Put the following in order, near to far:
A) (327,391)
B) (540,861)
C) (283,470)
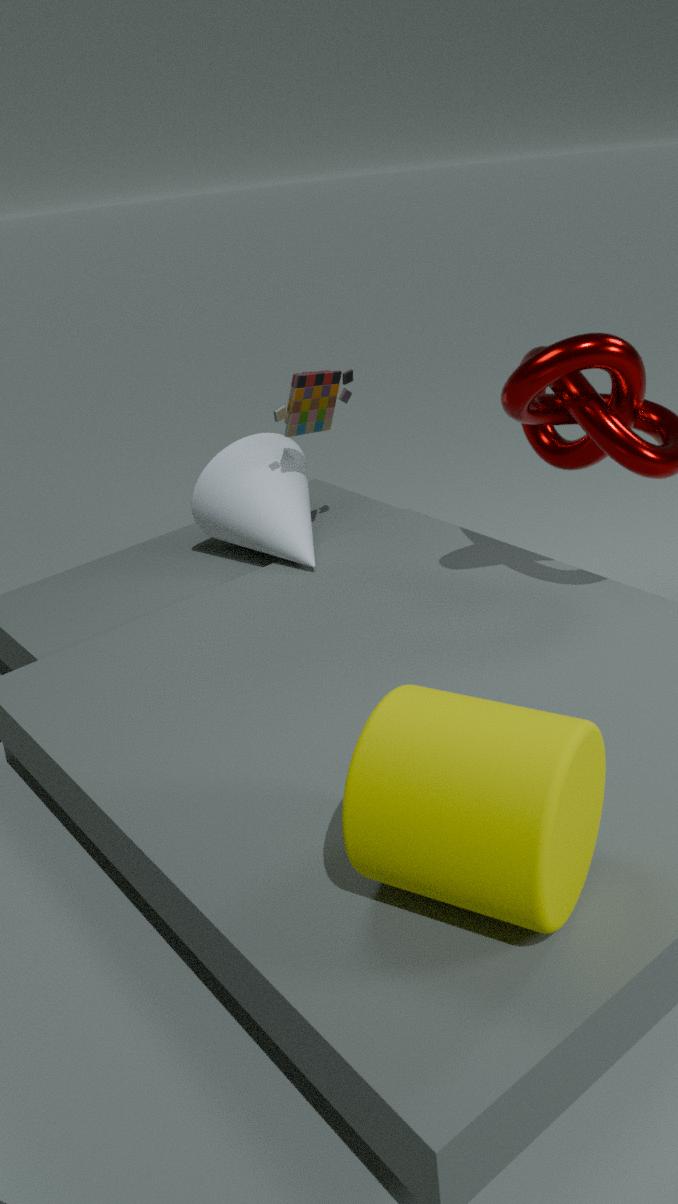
B. (540,861), A. (327,391), C. (283,470)
